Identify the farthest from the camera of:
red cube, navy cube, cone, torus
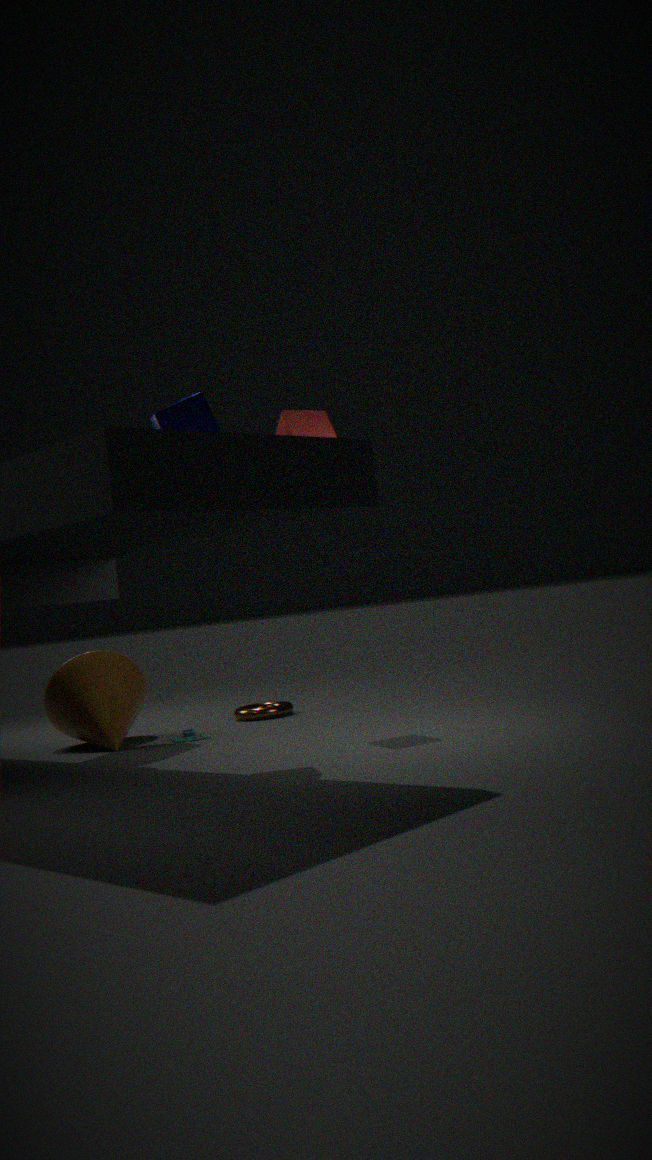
torus
